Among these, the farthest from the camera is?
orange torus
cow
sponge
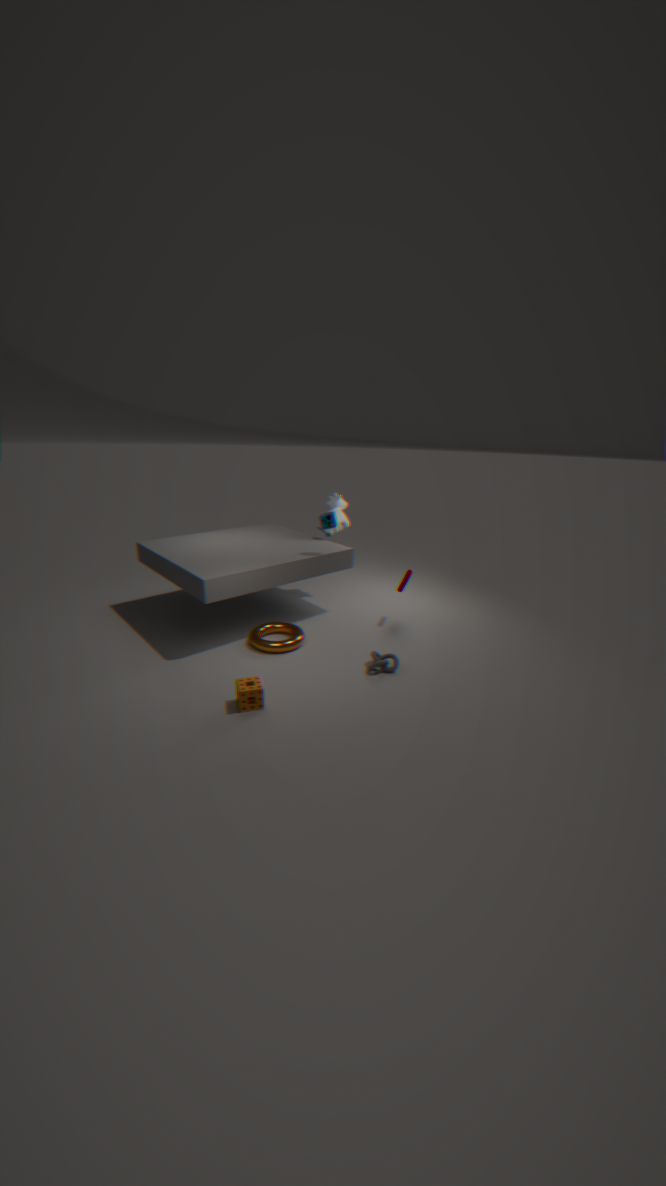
cow
